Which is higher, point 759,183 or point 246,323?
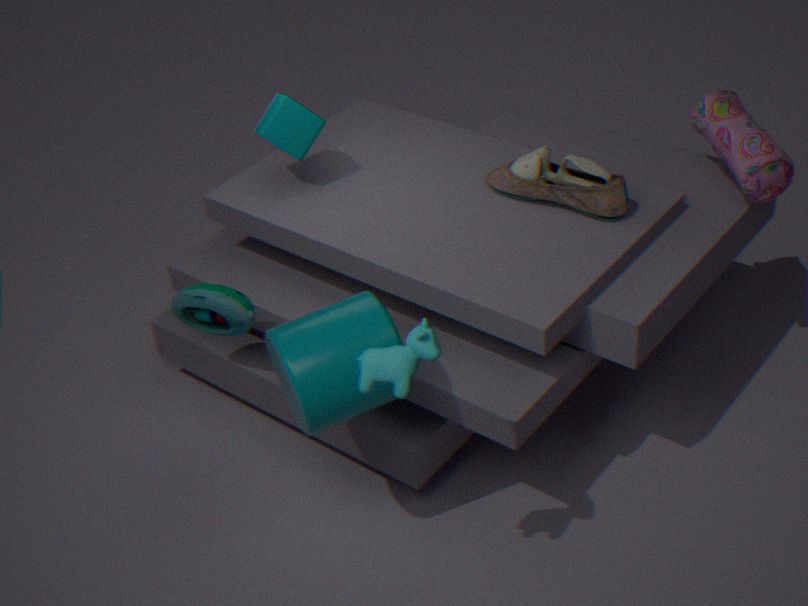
point 759,183
